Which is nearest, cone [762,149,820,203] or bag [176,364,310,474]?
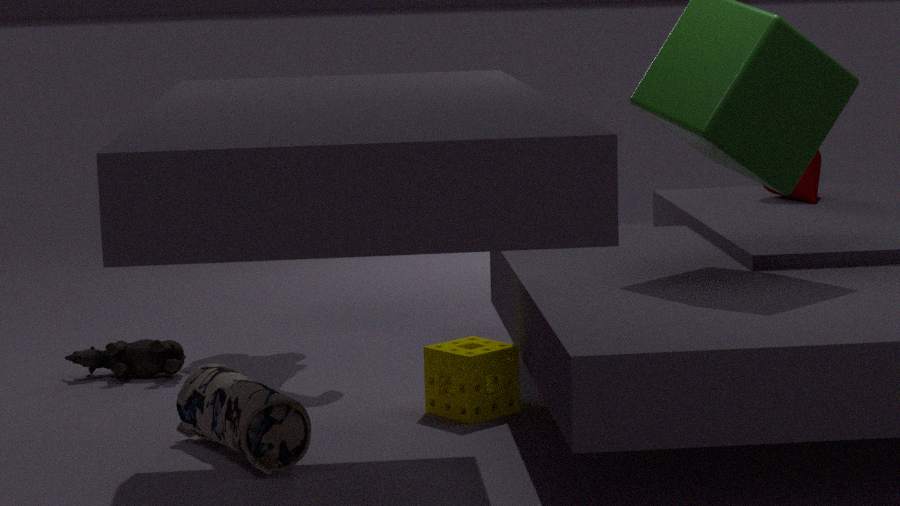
bag [176,364,310,474]
